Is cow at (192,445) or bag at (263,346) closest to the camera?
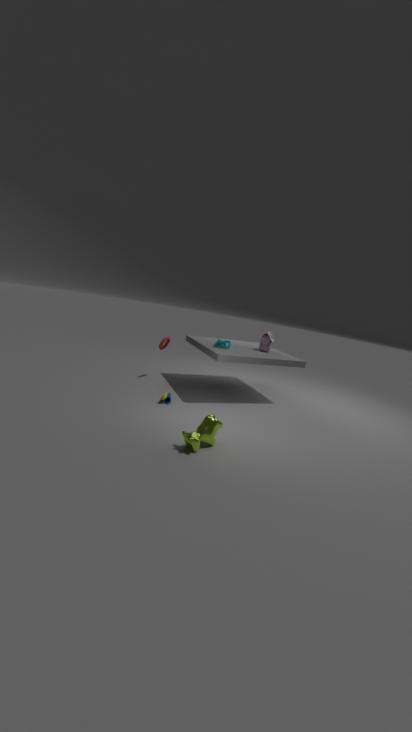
cow at (192,445)
